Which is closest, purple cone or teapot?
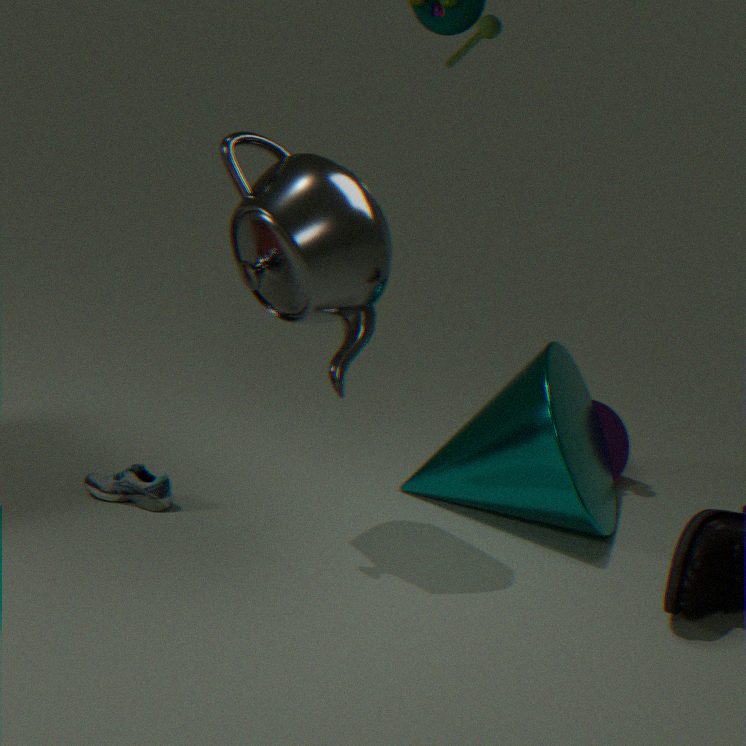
teapot
